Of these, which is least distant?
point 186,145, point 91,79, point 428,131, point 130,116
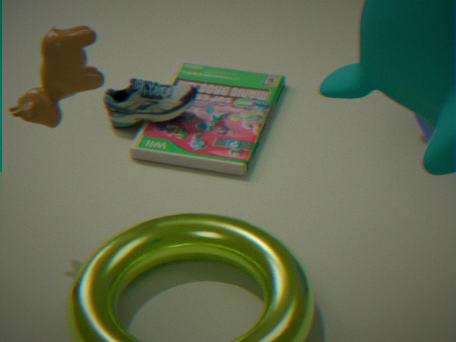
point 91,79
